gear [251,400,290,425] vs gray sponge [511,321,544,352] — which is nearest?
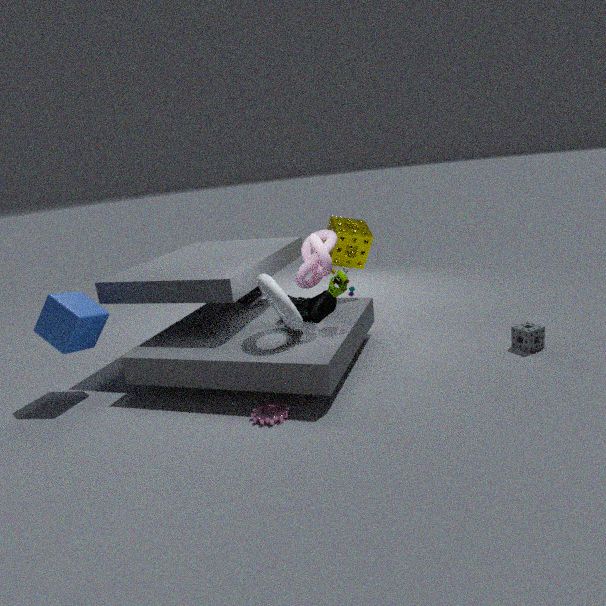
gear [251,400,290,425]
